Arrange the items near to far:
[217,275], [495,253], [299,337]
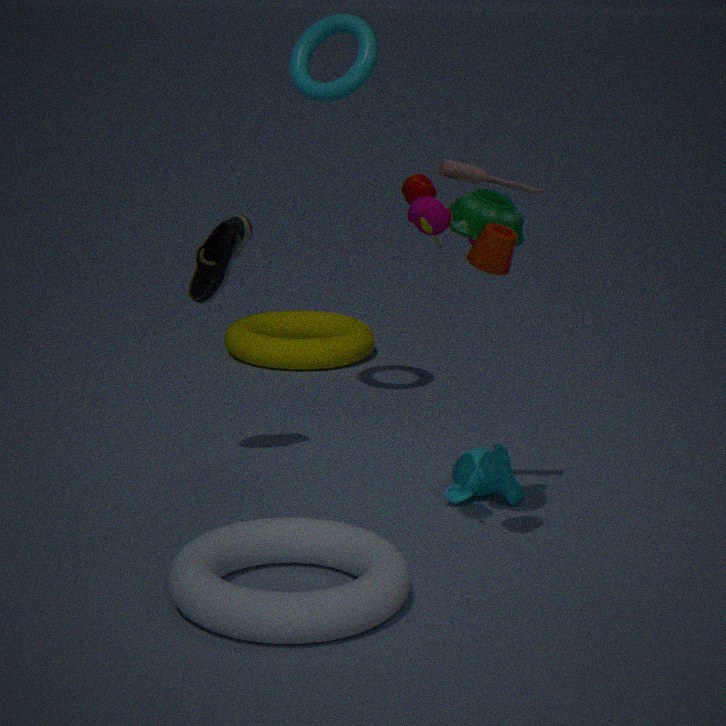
[495,253] < [217,275] < [299,337]
